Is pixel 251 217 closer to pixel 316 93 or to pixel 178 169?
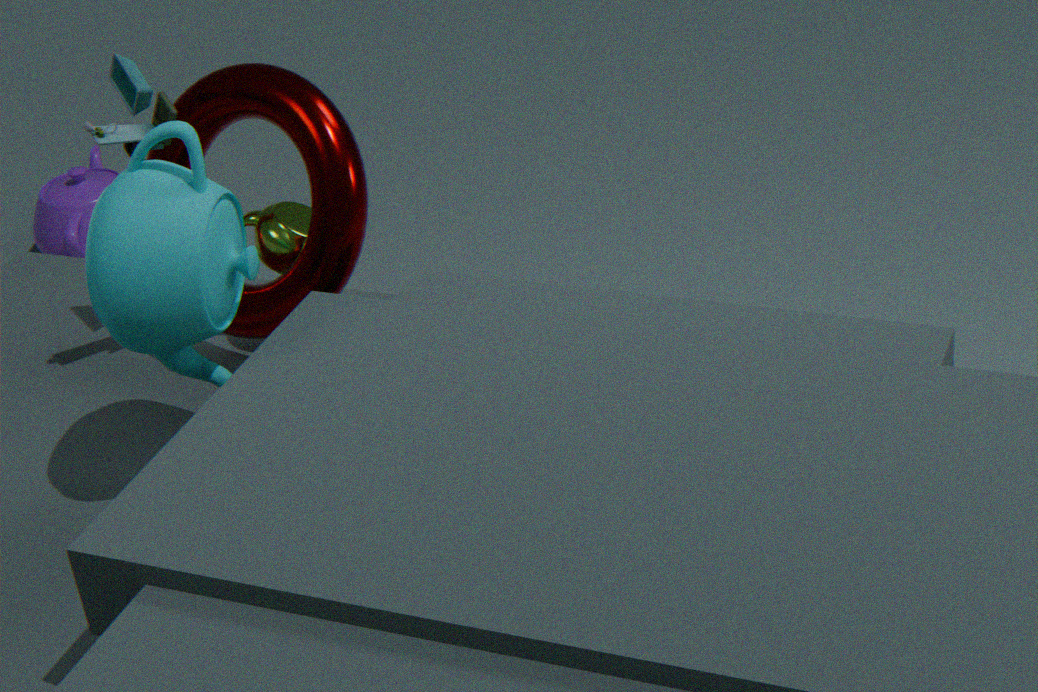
pixel 316 93
